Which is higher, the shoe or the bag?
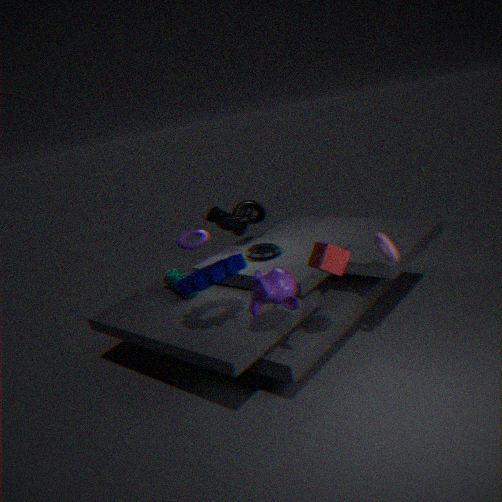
the shoe
